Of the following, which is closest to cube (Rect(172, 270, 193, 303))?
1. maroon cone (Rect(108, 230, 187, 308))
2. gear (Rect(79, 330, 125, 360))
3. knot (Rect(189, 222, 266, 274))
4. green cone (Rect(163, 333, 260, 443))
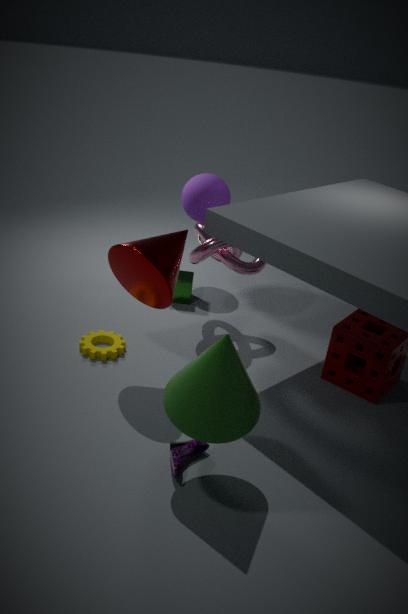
knot (Rect(189, 222, 266, 274))
